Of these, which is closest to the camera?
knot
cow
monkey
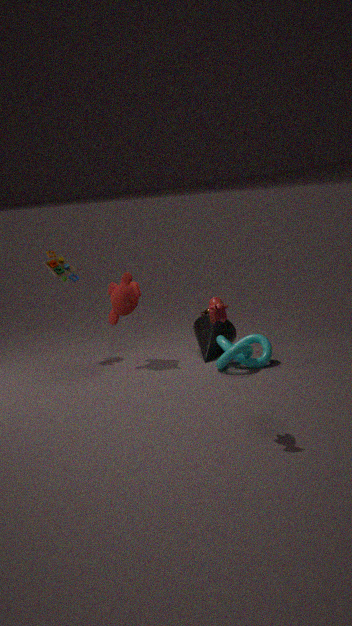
cow
